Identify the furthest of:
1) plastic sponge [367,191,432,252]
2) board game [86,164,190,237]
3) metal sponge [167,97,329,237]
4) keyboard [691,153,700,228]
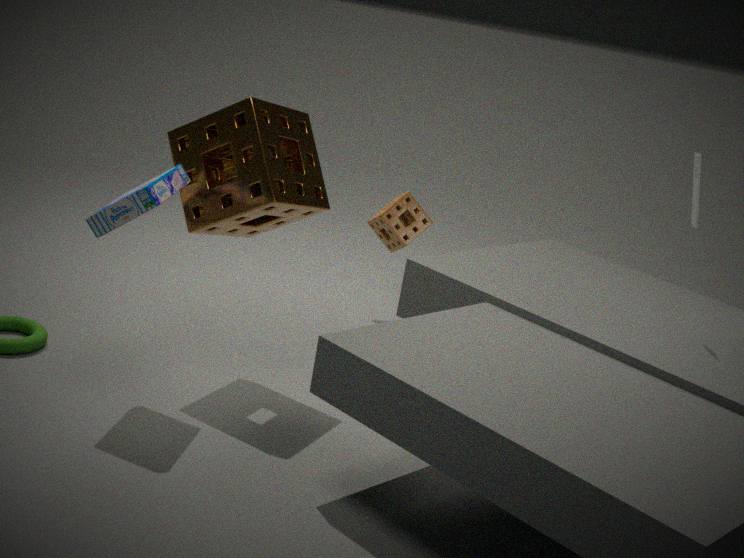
1. plastic sponge [367,191,432,252]
